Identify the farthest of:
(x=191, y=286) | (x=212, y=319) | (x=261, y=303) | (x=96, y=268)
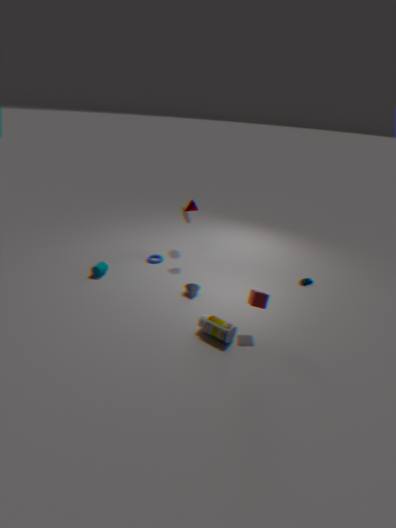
(x=96, y=268)
